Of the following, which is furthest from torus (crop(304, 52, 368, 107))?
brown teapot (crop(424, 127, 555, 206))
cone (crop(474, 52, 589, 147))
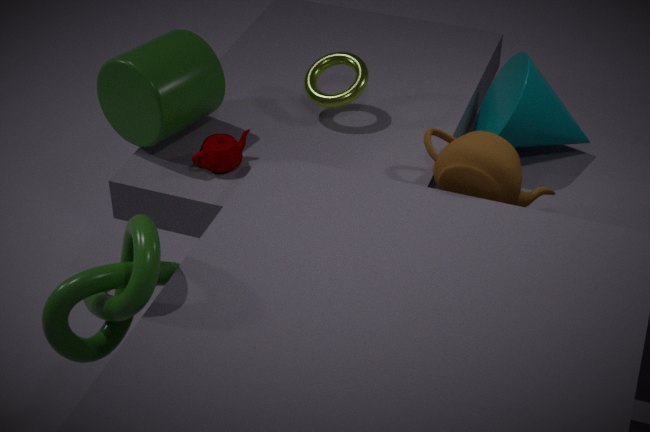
cone (crop(474, 52, 589, 147))
